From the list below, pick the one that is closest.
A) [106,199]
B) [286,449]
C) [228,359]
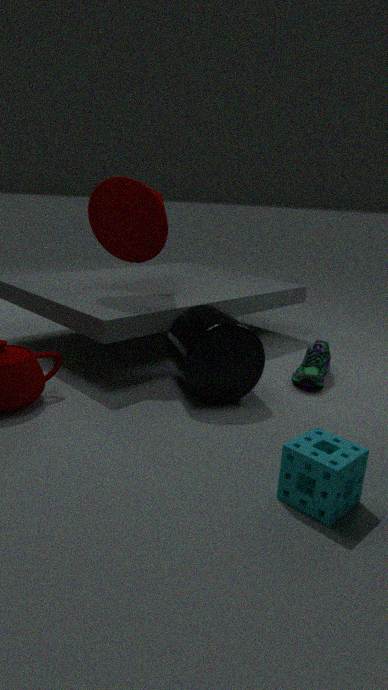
[286,449]
